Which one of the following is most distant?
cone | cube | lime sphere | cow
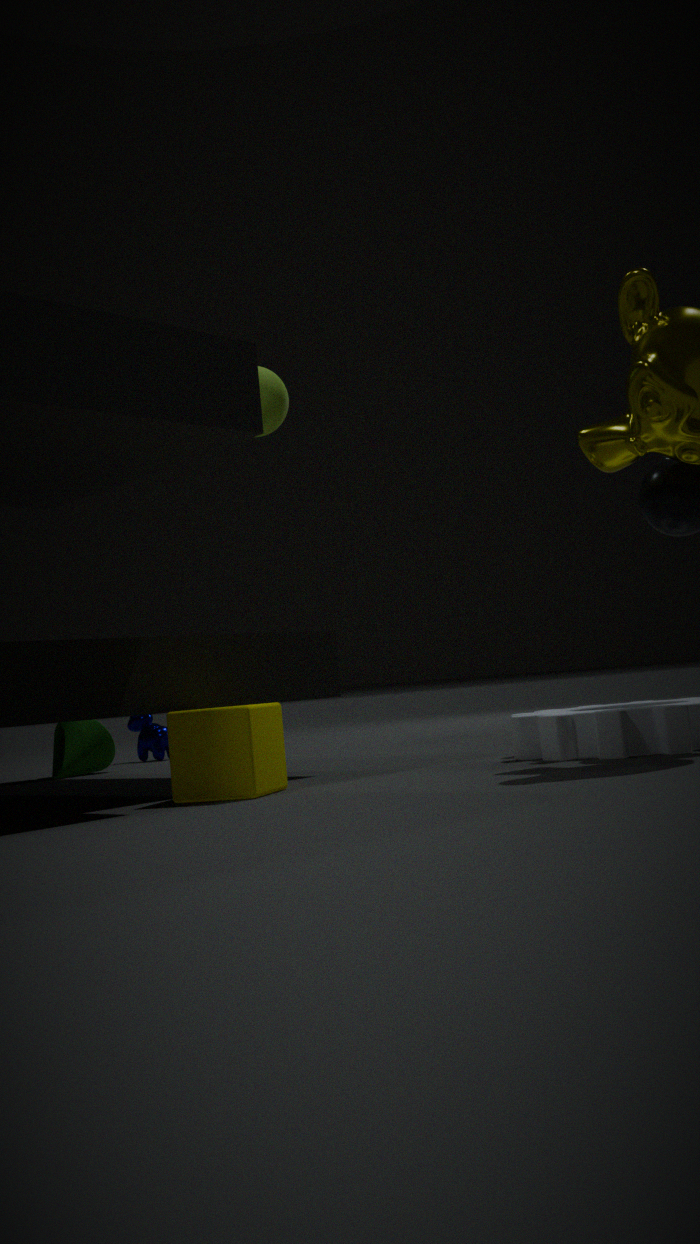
cow
